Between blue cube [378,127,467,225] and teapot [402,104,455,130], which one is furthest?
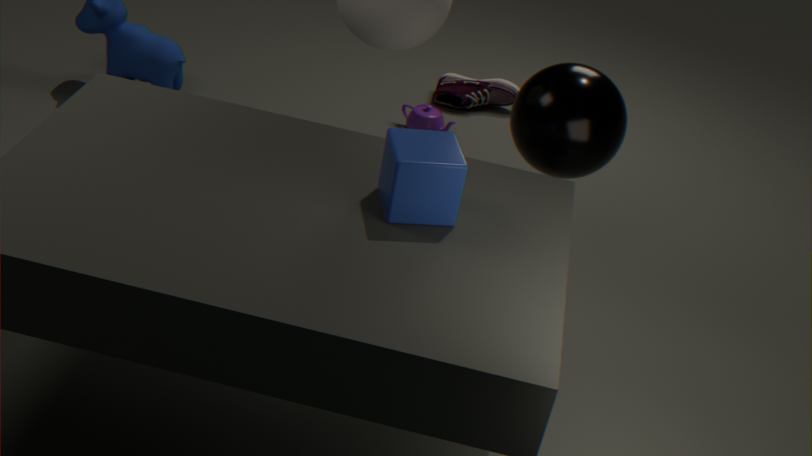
teapot [402,104,455,130]
